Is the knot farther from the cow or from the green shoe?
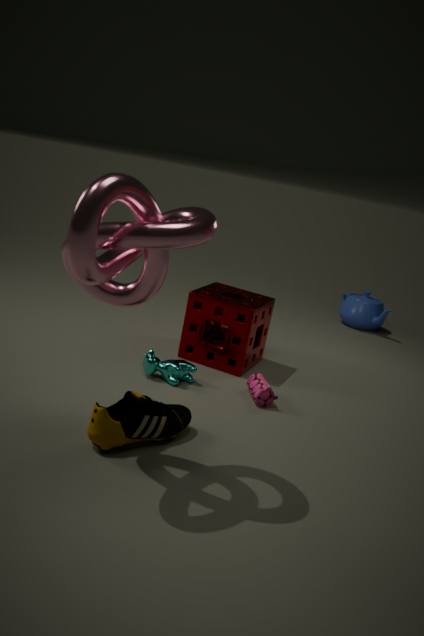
the cow
